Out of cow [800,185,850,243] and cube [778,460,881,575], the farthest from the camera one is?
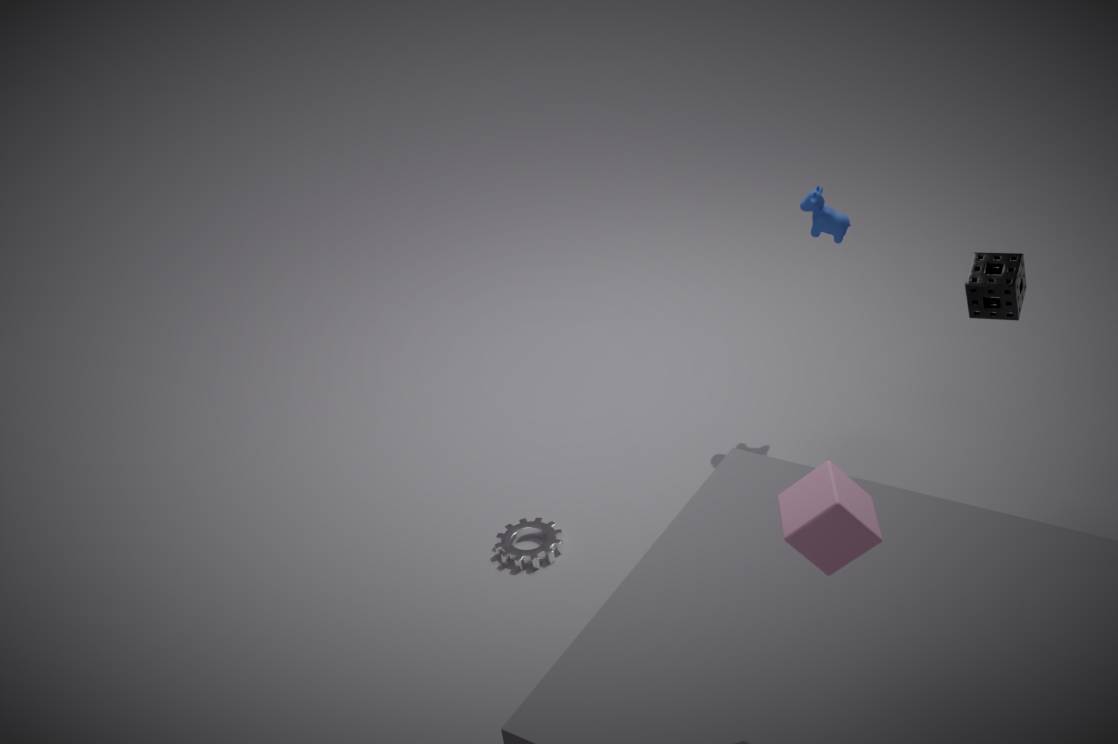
cow [800,185,850,243]
